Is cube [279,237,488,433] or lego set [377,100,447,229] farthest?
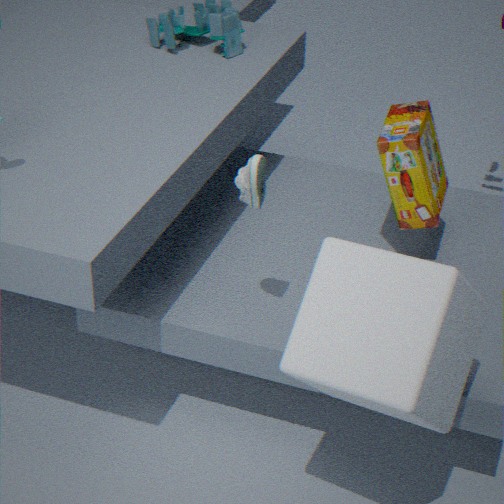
lego set [377,100,447,229]
